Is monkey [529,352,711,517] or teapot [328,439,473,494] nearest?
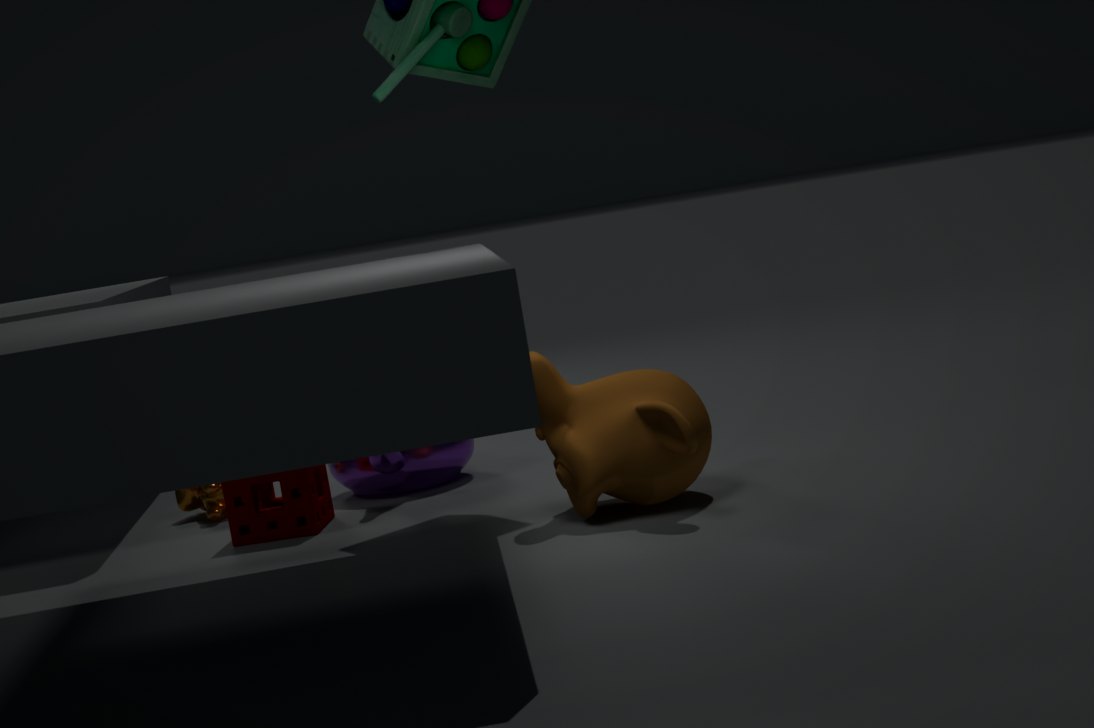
monkey [529,352,711,517]
